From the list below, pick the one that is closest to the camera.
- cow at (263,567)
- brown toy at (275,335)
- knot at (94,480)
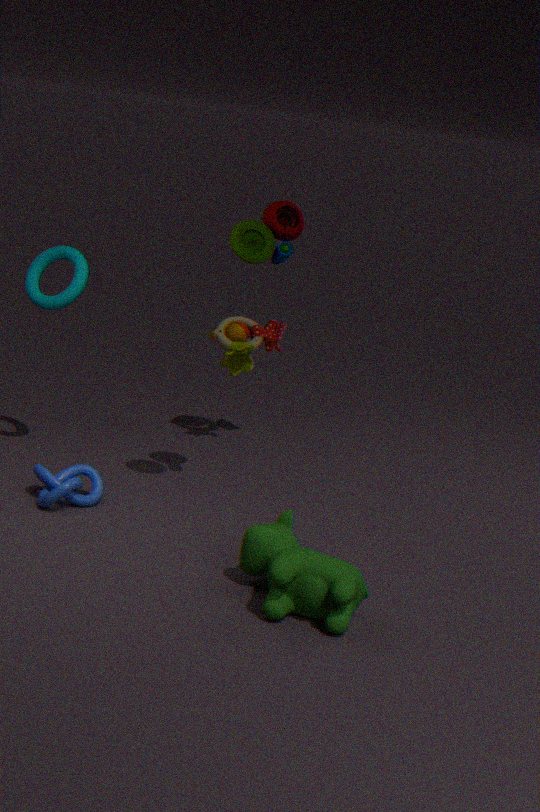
cow at (263,567)
